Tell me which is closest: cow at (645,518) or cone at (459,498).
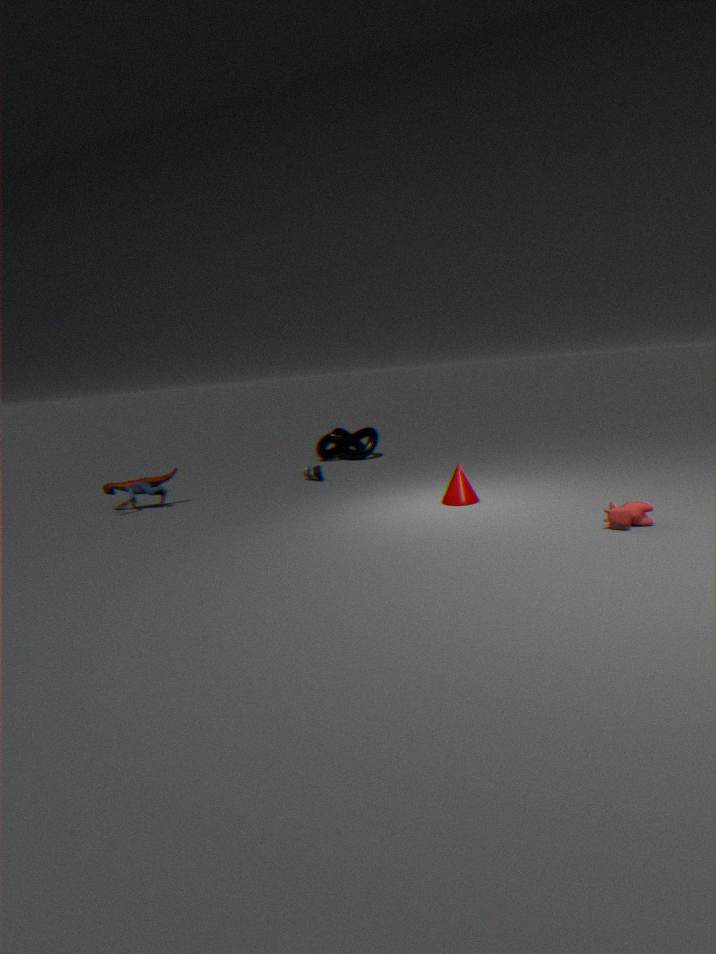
cow at (645,518)
